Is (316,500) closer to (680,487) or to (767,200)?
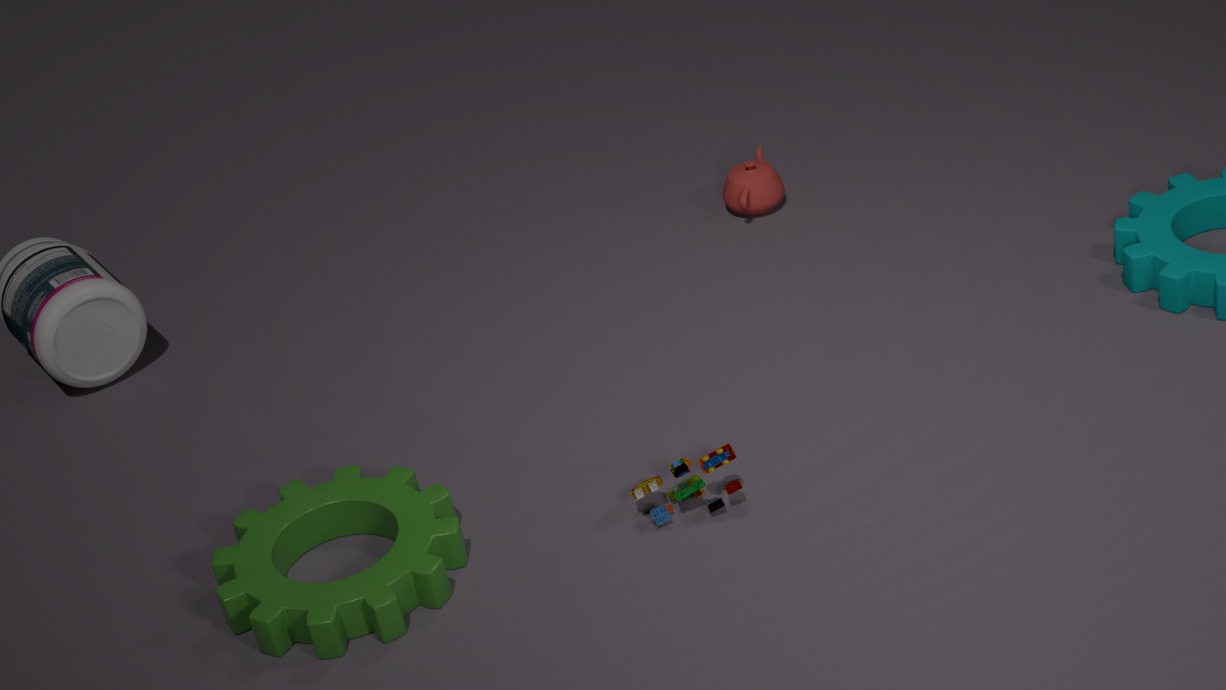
(680,487)
